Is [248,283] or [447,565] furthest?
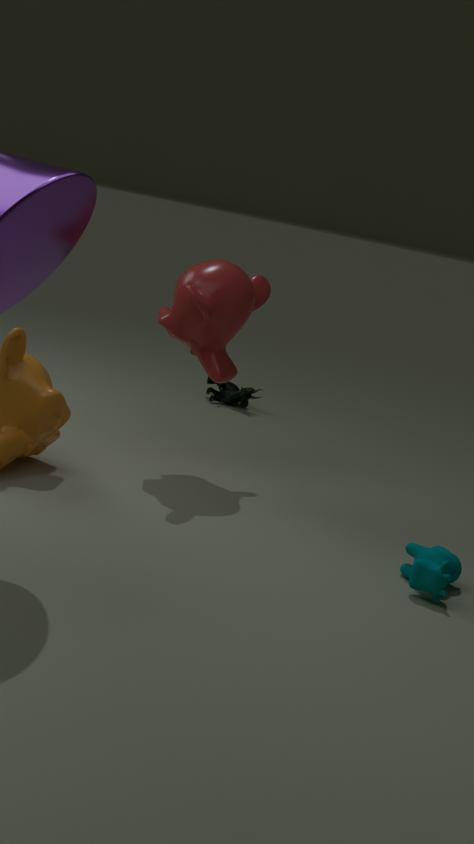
[248,283]
